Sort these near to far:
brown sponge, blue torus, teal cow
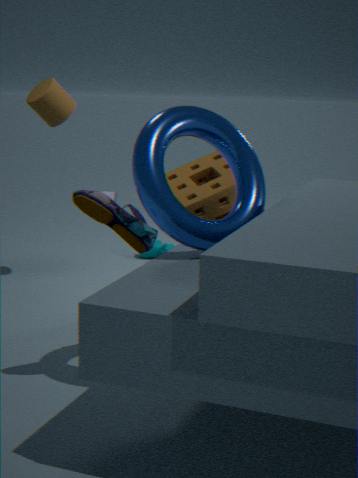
blue torus < brown sponge < teal cow
